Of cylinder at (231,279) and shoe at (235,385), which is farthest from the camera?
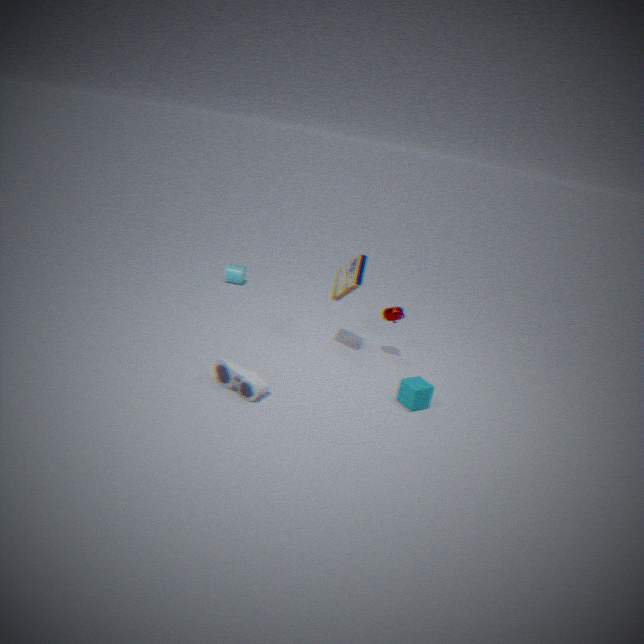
cylinder at (231,279)
